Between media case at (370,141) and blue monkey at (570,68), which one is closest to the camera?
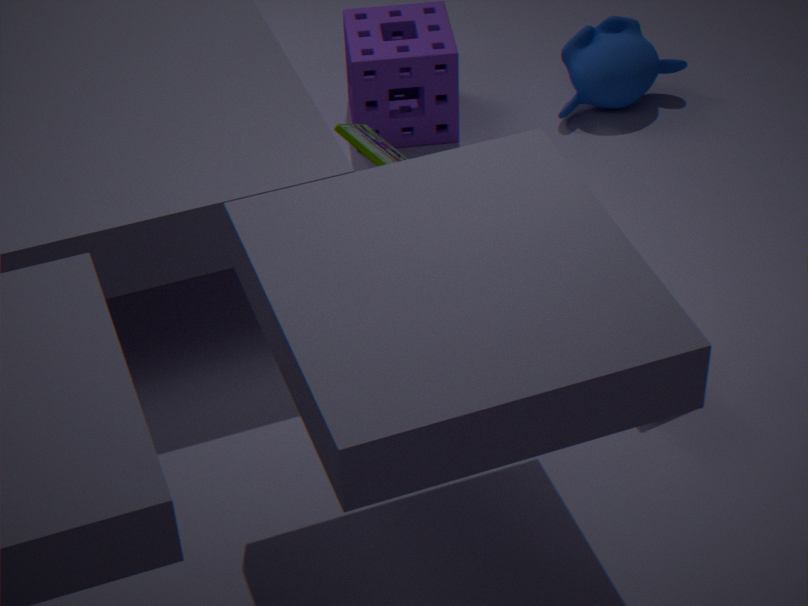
media case at (370,141)
